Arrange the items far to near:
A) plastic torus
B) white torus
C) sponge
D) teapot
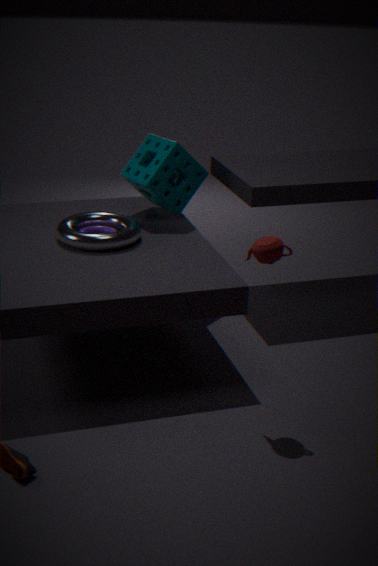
sponge, plastic torus, white torus, teapot
